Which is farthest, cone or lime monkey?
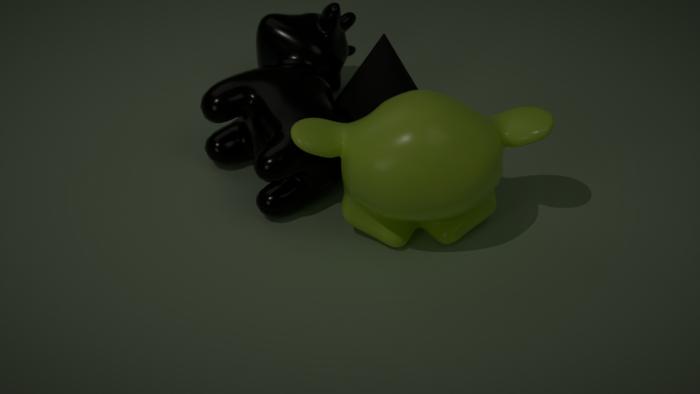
cone
